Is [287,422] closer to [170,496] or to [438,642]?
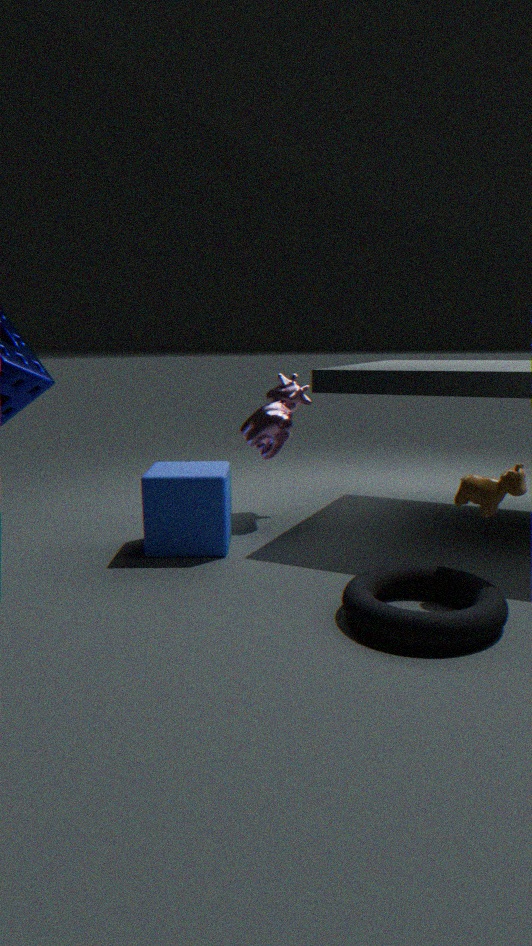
[170,496]
